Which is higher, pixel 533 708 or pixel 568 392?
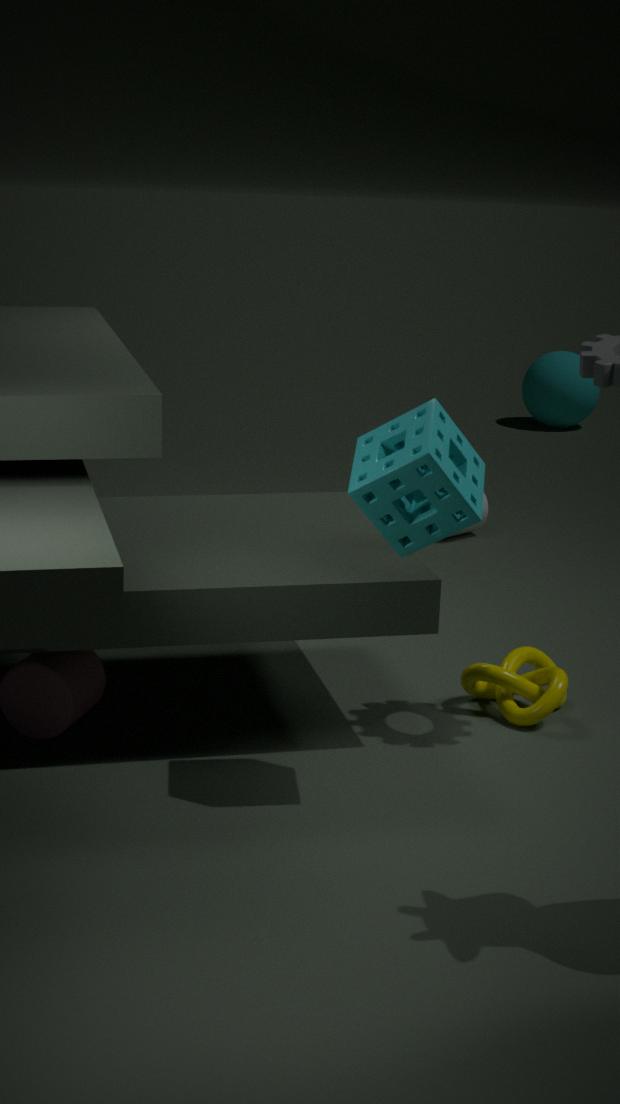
pixel 568 392
